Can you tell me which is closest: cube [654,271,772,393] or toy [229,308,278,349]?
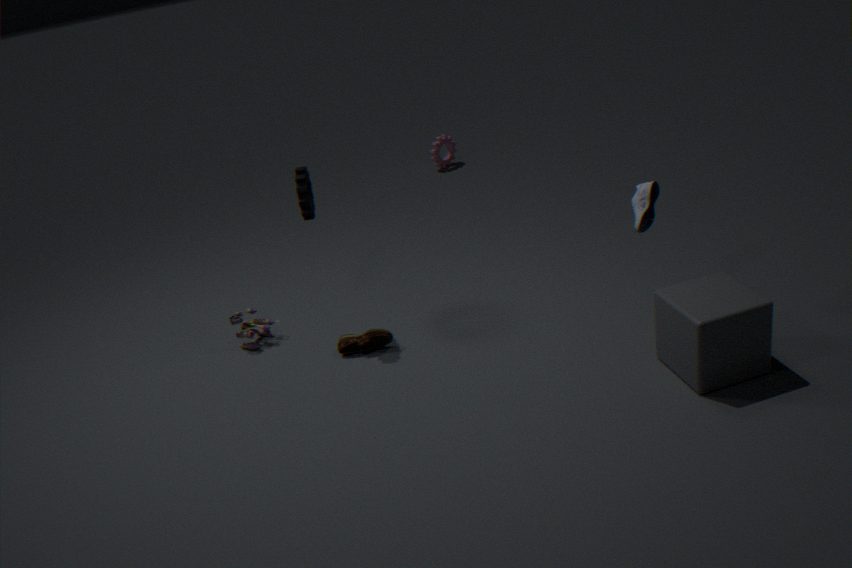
cube [654,271,772,393]
